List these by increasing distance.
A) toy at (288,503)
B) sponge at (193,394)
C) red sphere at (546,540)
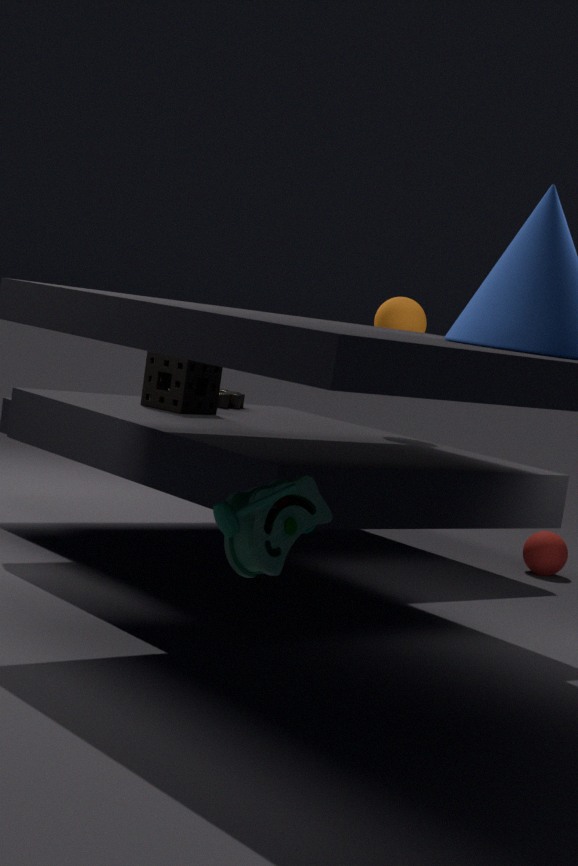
toy at (288,503), sponge at (193,394), red sphere at (546,540)
